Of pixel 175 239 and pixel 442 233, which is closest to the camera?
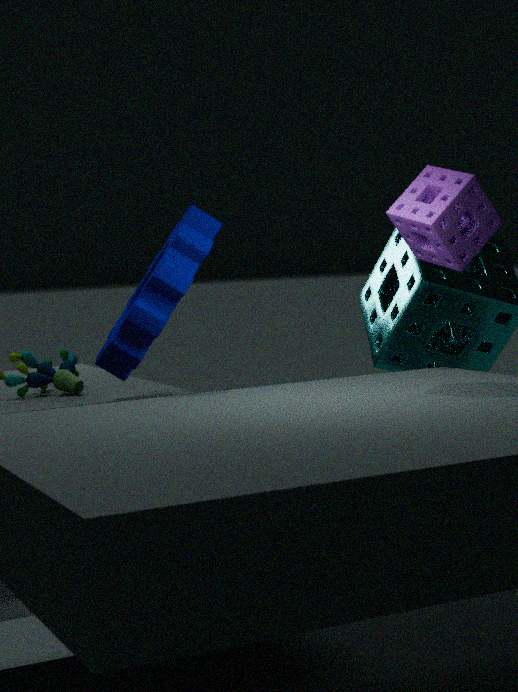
pixel 442 233
